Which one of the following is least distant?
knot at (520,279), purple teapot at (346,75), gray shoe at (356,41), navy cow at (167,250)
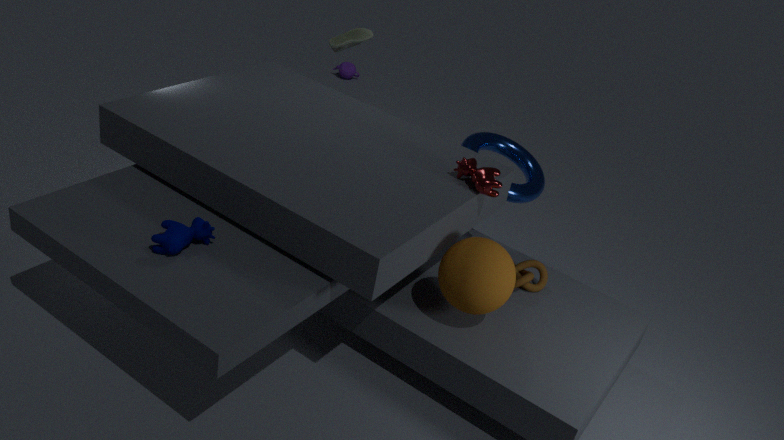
navy cow at (167,250)
